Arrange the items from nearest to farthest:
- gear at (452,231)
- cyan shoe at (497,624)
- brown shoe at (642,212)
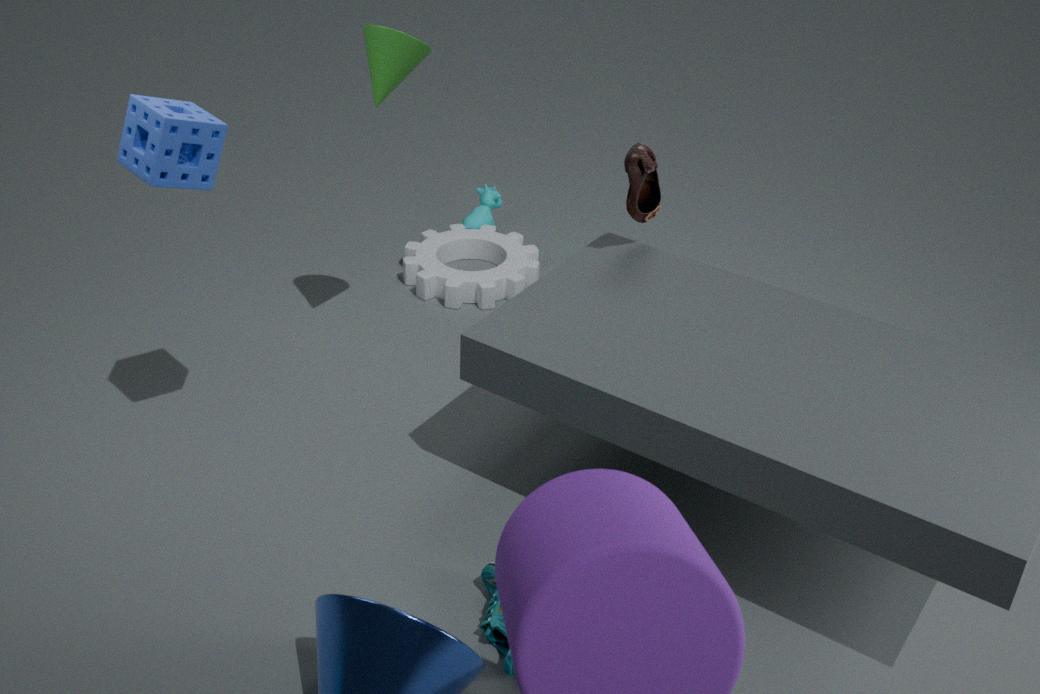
cyan shoe at (497,624), brown shoe at (642,212), gear at (452,231)
